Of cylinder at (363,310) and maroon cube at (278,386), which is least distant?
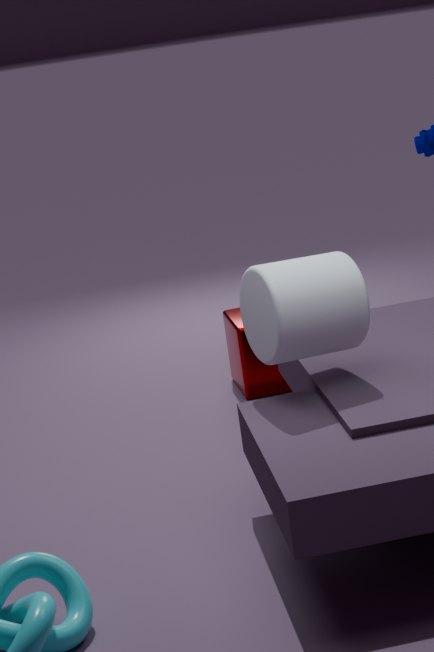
cylinder at (363,310)
